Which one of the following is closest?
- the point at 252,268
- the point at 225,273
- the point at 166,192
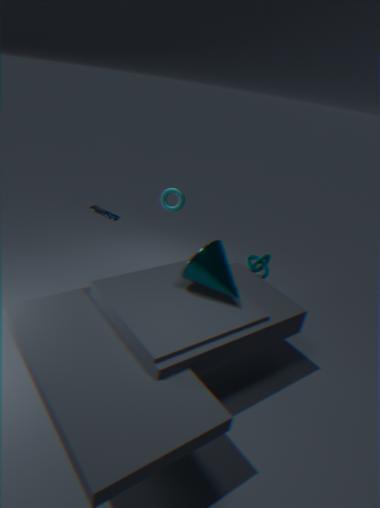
the point at 225,273
